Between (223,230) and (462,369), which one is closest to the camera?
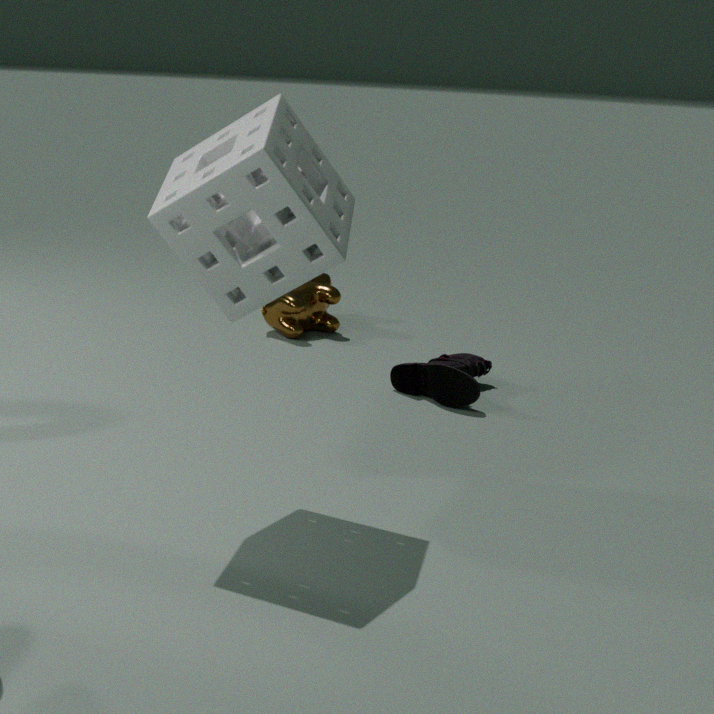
(223,230)
